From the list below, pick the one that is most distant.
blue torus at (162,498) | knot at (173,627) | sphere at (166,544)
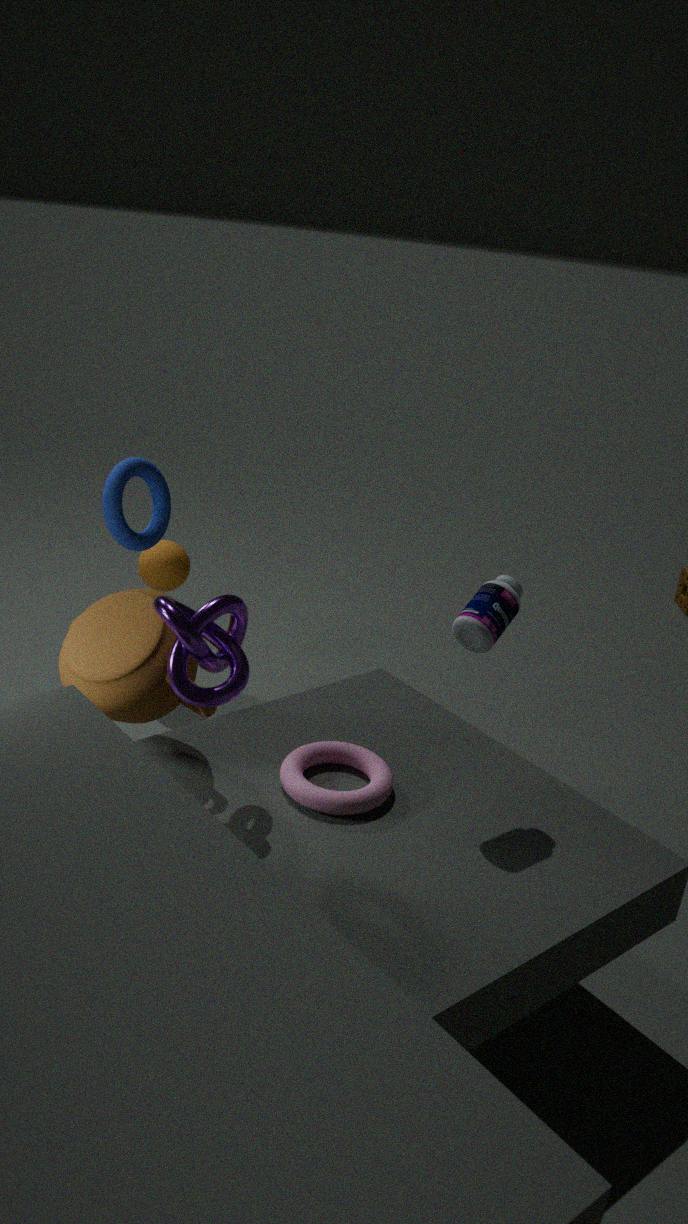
sphere at (166,544)
